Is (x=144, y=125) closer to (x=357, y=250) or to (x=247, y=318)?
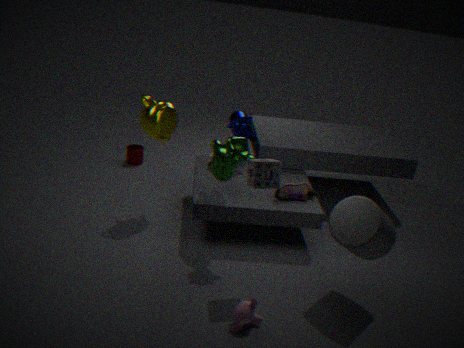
(x=247, y=318)
